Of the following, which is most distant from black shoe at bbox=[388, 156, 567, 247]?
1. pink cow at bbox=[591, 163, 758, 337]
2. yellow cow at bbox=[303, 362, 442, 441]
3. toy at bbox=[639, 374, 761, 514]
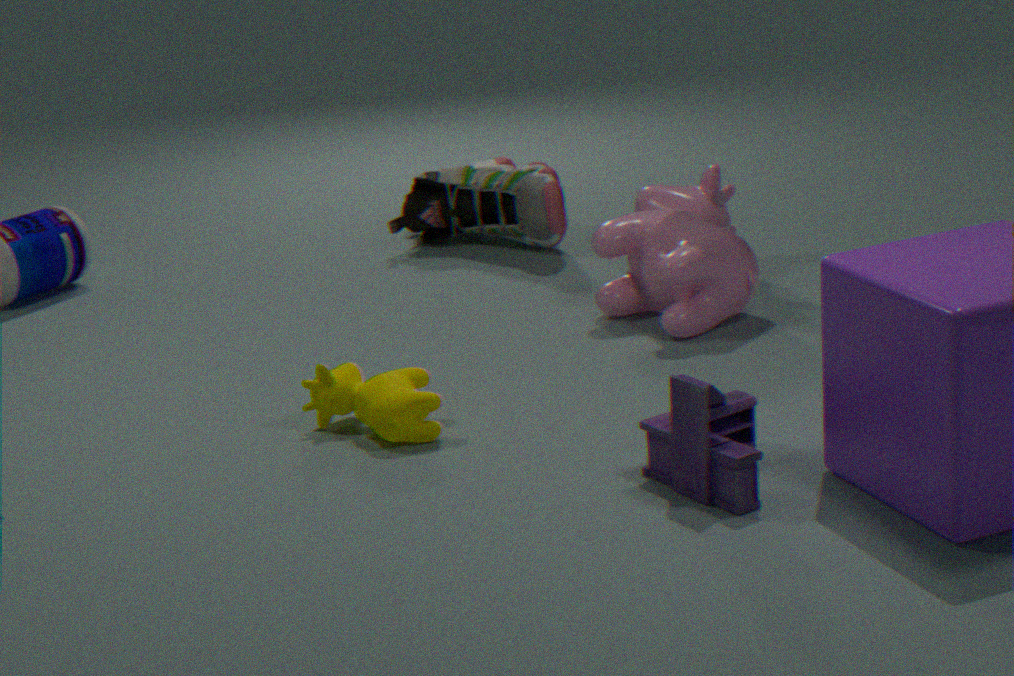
toy at bbox=[639, 374, 761, 514]
